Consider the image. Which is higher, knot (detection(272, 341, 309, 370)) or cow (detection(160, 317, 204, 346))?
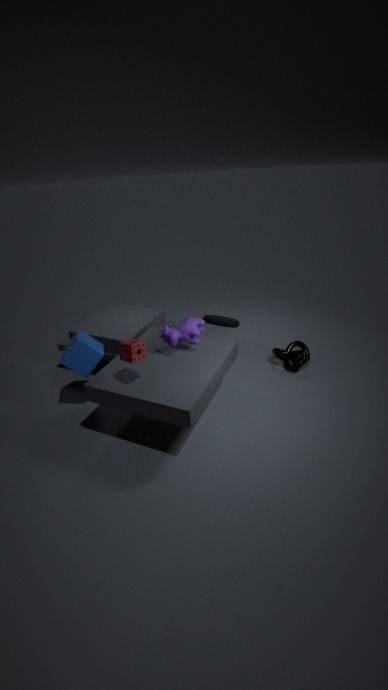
cow (detection(160, 317, 204, 346))
